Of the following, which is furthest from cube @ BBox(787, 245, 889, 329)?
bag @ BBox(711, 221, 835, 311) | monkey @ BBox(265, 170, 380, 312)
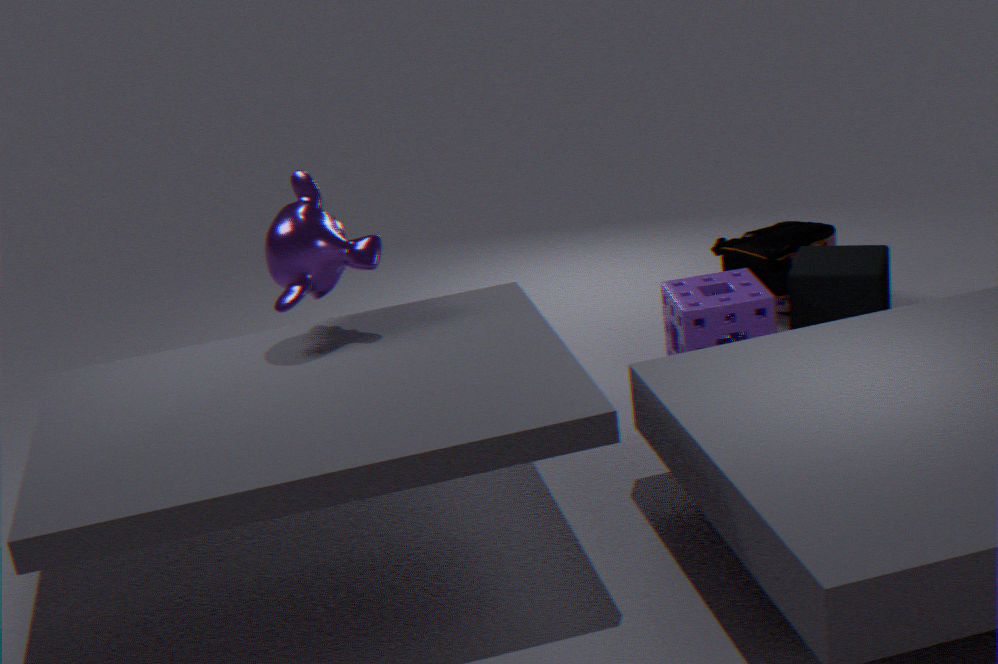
monkey @ BBox(265, 170, 380, 312)
